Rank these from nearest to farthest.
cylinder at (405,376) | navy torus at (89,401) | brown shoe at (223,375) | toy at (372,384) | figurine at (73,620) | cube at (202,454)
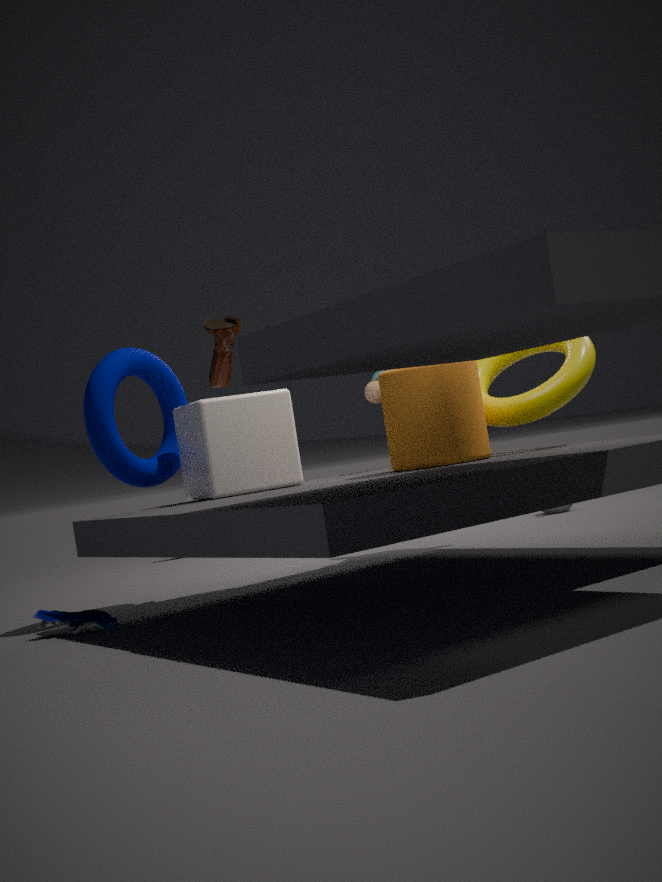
figurine at (73,620) < cylinder at (405,376) < cube at (202,454) < navy torus at (89,401) < brown shoe at (223,375) < toy at (372,384)
